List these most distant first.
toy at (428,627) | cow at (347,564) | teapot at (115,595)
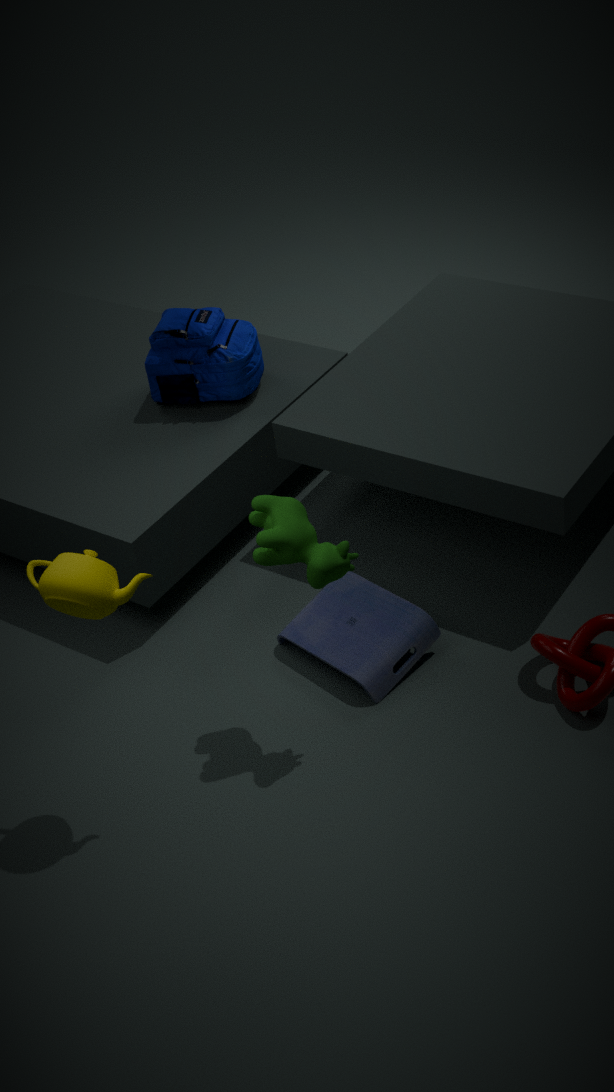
toy at (428,627) < cow at (347,564) < teapot at (115,595)
